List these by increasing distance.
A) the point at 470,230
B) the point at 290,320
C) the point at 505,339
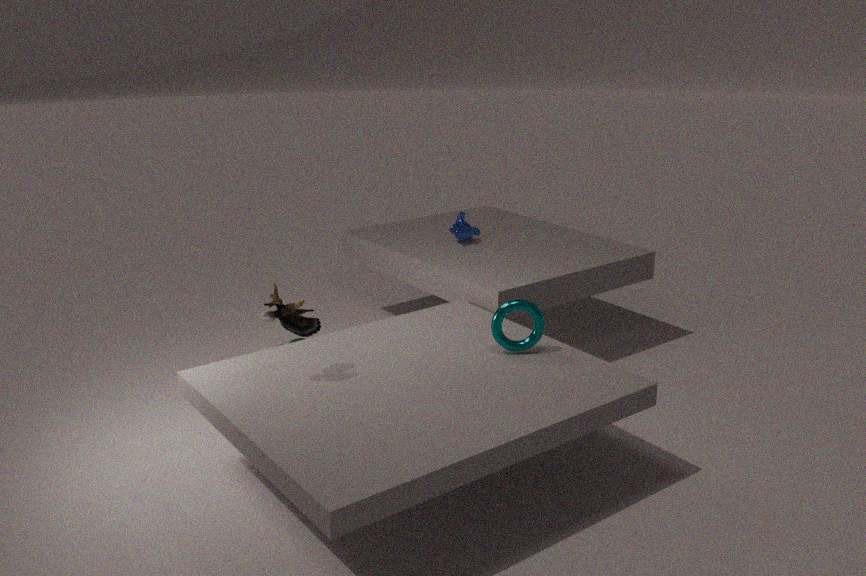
the point at 290,320, the point at 505,339, the point at 470,230
